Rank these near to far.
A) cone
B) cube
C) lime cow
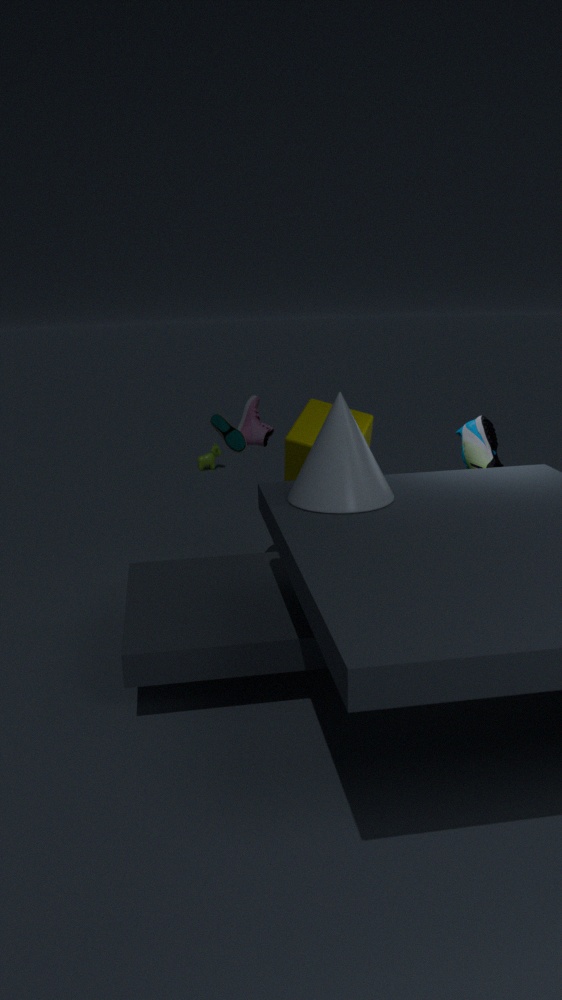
cone < cube < lime cow
